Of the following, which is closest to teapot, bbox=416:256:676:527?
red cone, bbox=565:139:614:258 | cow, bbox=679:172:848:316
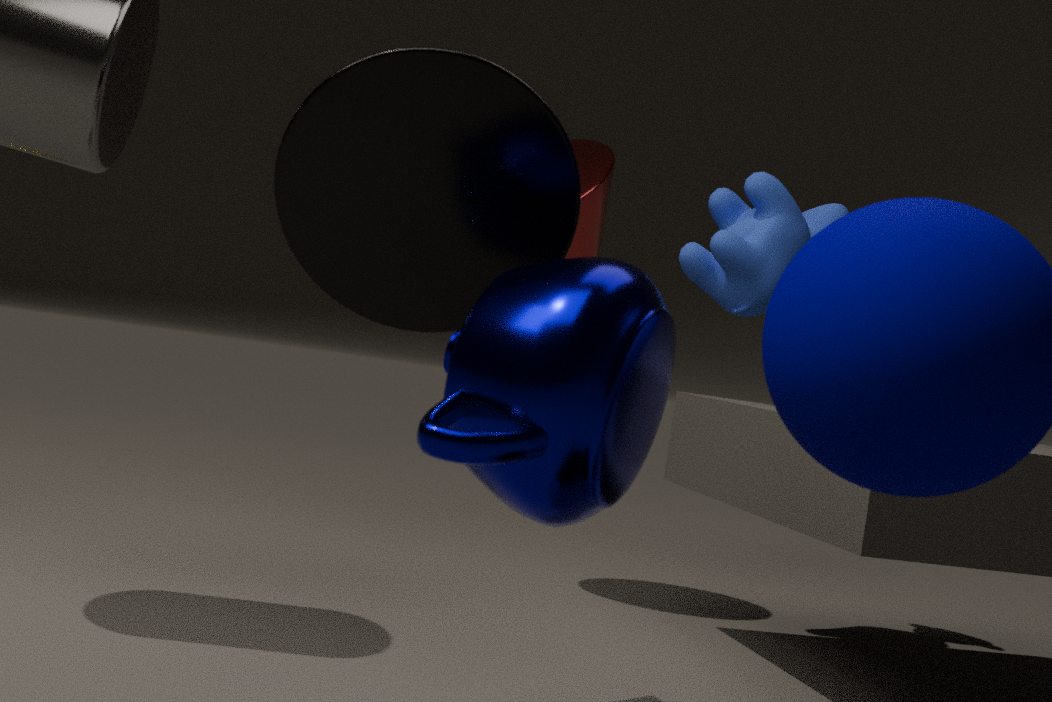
cow, bbox=679:172:848:316
